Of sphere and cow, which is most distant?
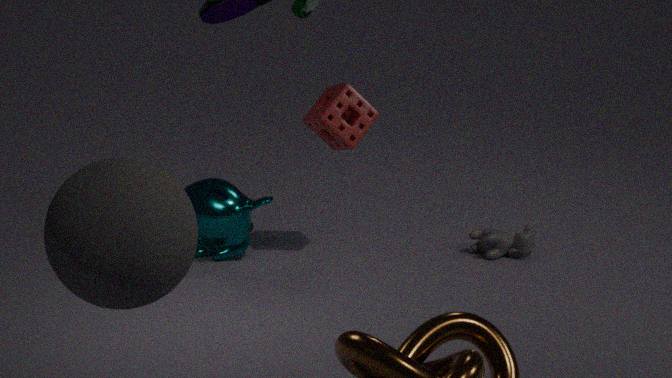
cow
